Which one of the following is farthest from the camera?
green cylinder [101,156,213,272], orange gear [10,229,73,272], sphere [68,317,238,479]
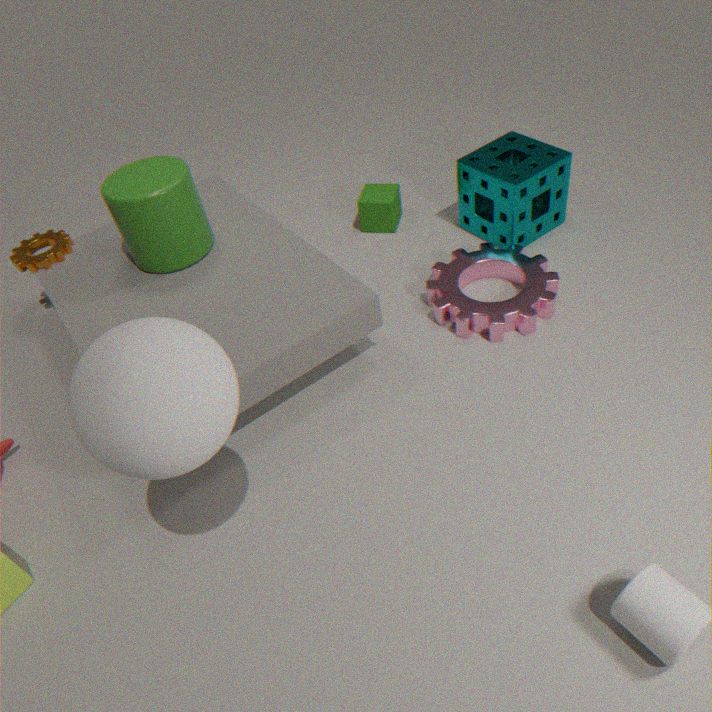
orange gear [10,229,73,272]
